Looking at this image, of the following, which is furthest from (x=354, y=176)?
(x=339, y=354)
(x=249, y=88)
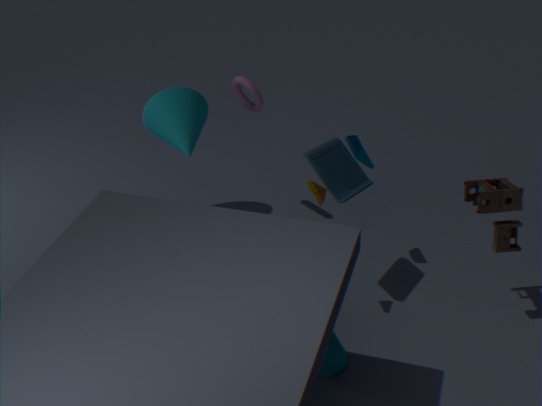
(x=339, y=354)
